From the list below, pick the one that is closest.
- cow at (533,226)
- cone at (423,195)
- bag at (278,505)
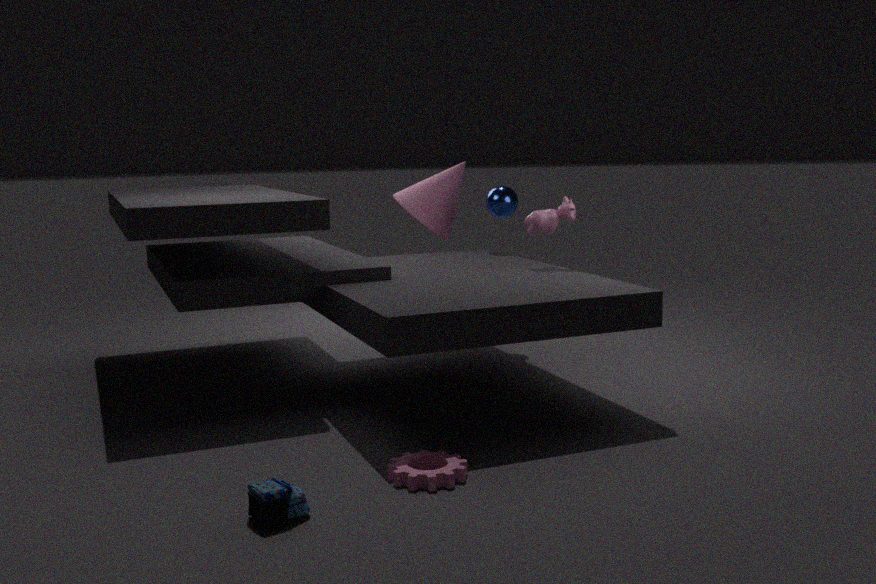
bag at (278,505)
